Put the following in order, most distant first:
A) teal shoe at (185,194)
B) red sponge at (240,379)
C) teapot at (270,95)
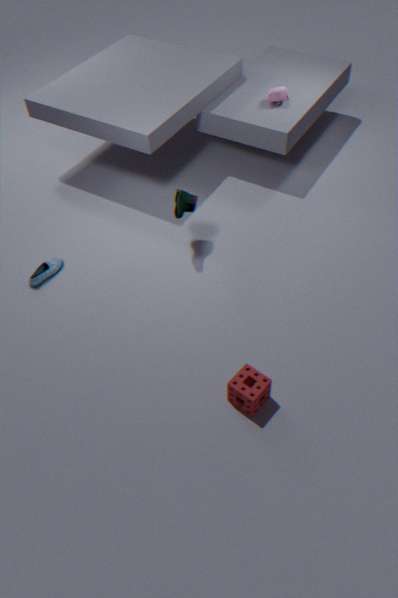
teapot at (270,95), teal shoe at (185,194), red sponge at (240,379)
